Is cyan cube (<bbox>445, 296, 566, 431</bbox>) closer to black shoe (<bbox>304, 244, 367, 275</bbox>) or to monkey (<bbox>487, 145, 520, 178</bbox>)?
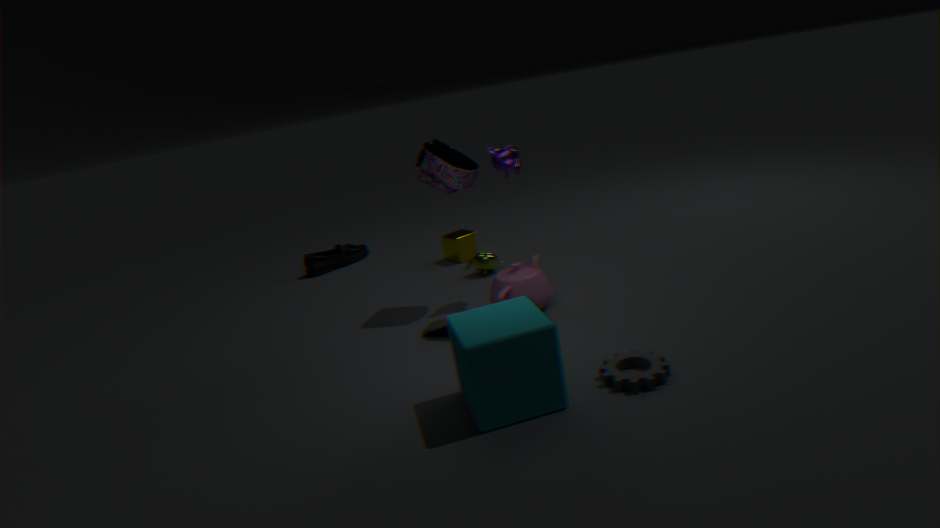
monkey (<bbox>487, 145, 520, 178</bbox>)
